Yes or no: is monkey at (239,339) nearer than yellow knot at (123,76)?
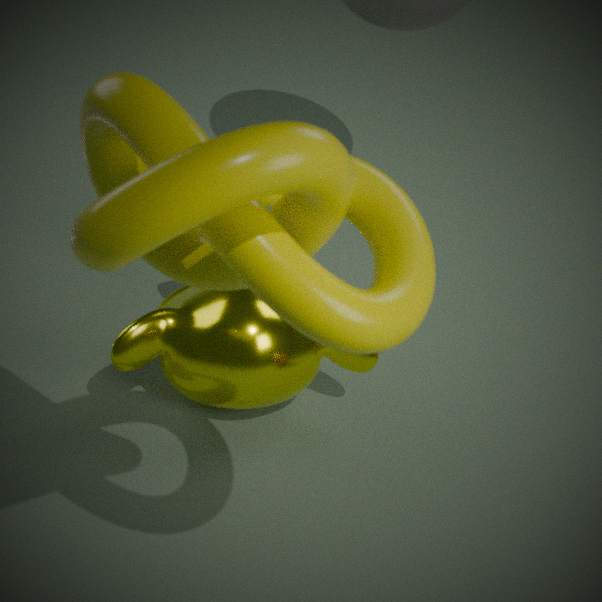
No
